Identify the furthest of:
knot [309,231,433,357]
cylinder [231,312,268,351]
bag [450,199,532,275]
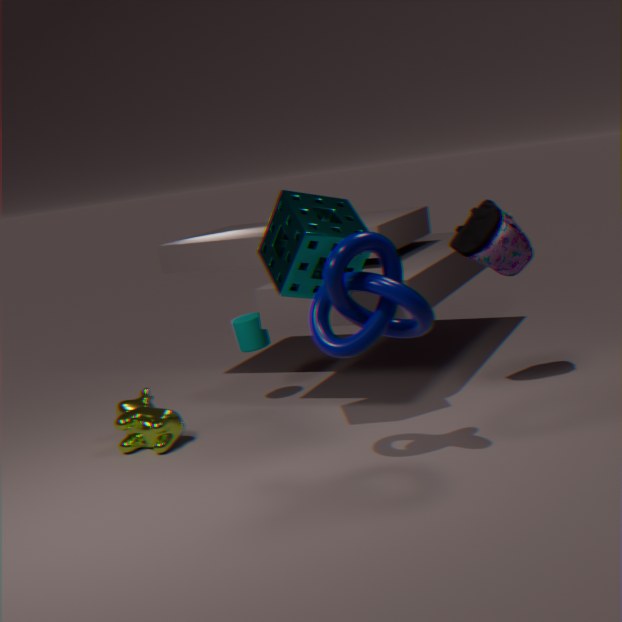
cylinder [231,312,268,351]
